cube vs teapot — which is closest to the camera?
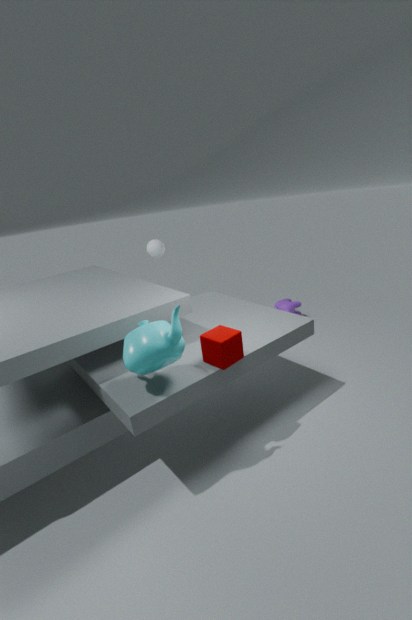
teapot
